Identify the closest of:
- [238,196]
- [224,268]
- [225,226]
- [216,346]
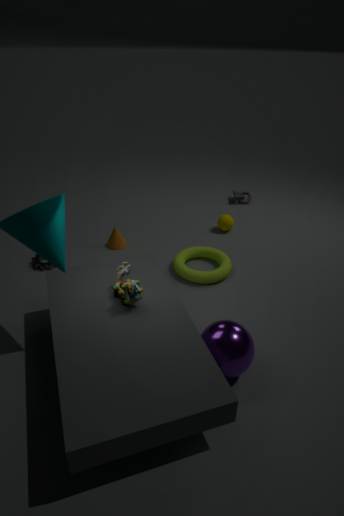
[216,346]
